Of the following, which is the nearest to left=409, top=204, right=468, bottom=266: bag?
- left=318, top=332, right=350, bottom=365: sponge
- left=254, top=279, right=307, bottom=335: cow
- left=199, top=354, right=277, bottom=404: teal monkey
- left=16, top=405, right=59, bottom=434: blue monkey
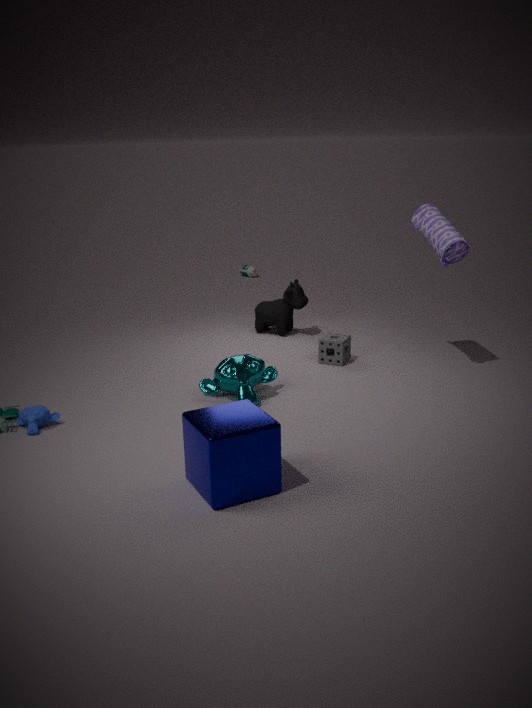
left=318, top=332, right=350, bottom=365: sponge
